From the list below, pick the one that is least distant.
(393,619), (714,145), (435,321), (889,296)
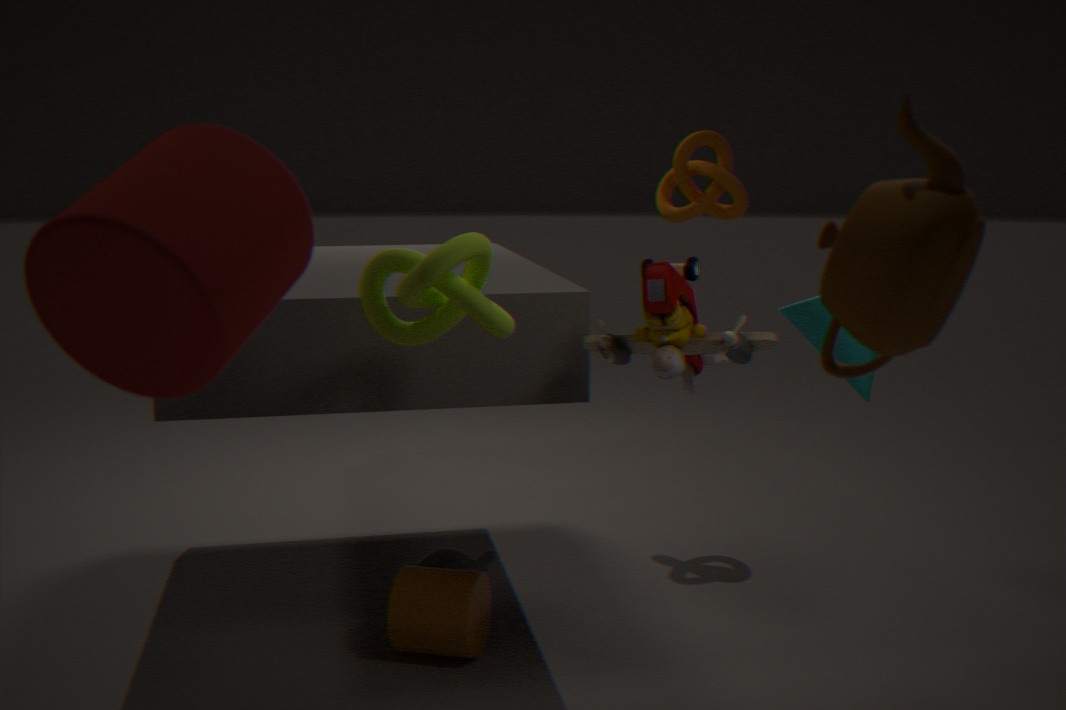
(889,296)
